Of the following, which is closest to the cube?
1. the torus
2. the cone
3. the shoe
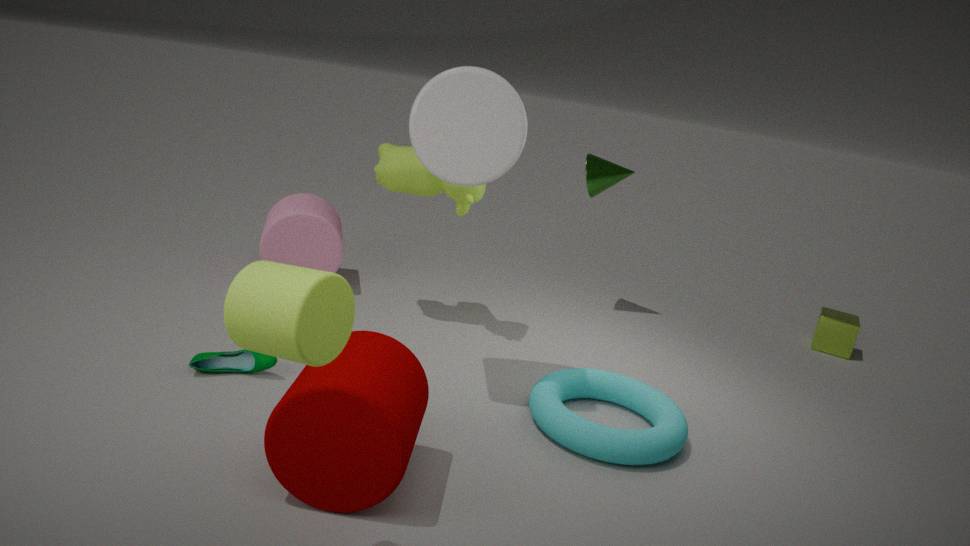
the cone
